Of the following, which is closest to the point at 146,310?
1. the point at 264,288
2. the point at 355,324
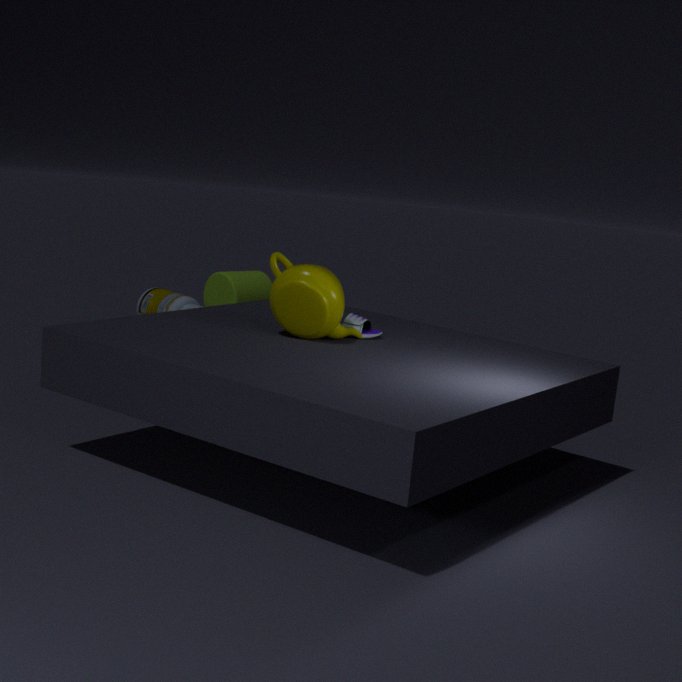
the point at 264,288
